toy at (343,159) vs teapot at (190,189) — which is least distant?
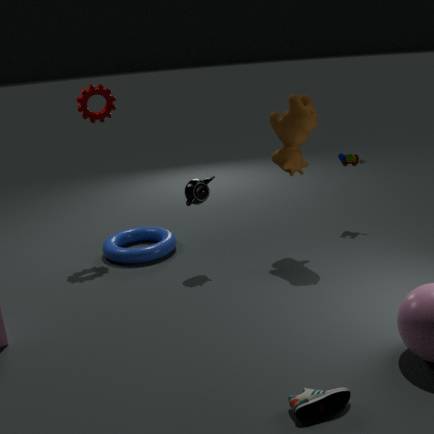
teapot at (190,189)
